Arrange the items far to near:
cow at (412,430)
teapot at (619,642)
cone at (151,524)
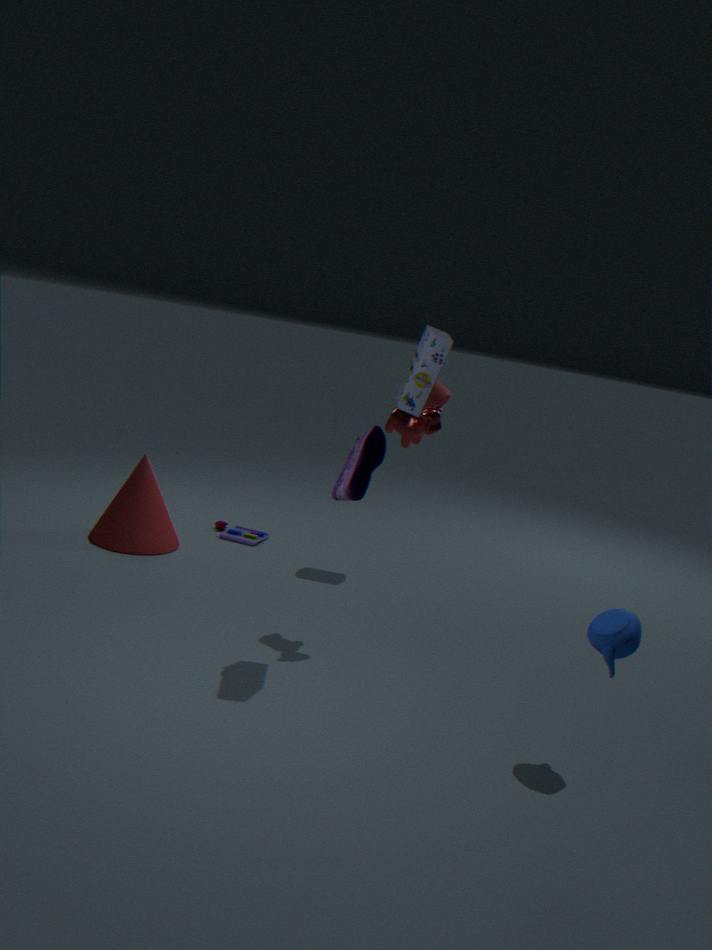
cone at (151,524) < cow at (412,430) < teapot at (619,642)
